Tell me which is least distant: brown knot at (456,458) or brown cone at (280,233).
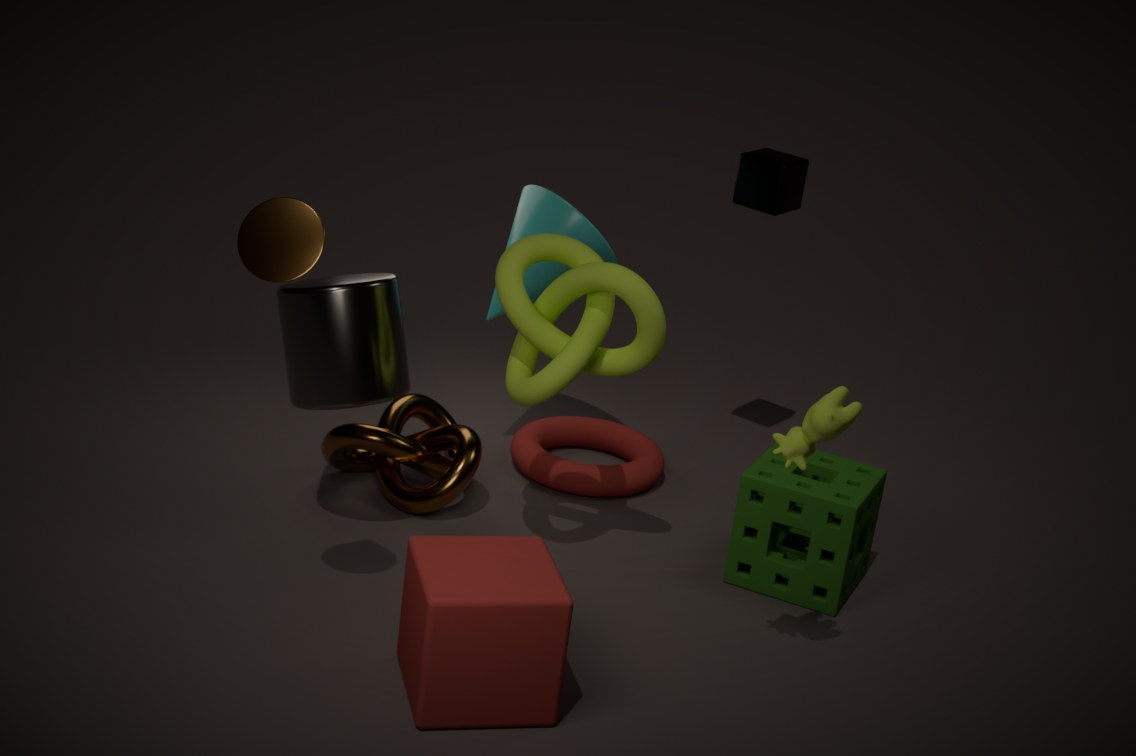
brown cone at (280,233)
